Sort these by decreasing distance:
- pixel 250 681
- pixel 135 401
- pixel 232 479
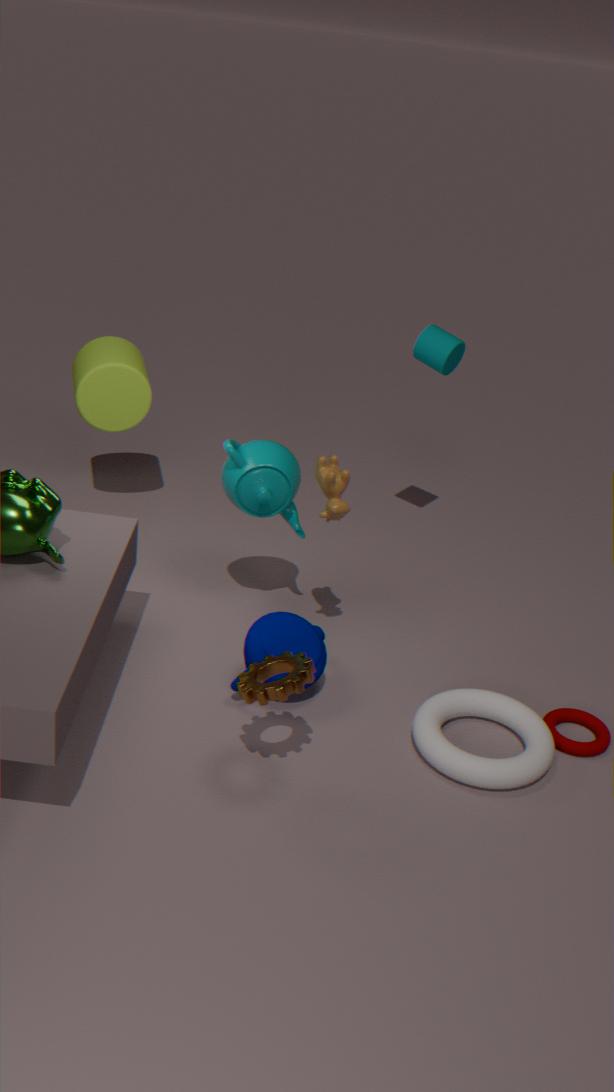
pixel 135 401
pixel 232 479
pixel 250 681
